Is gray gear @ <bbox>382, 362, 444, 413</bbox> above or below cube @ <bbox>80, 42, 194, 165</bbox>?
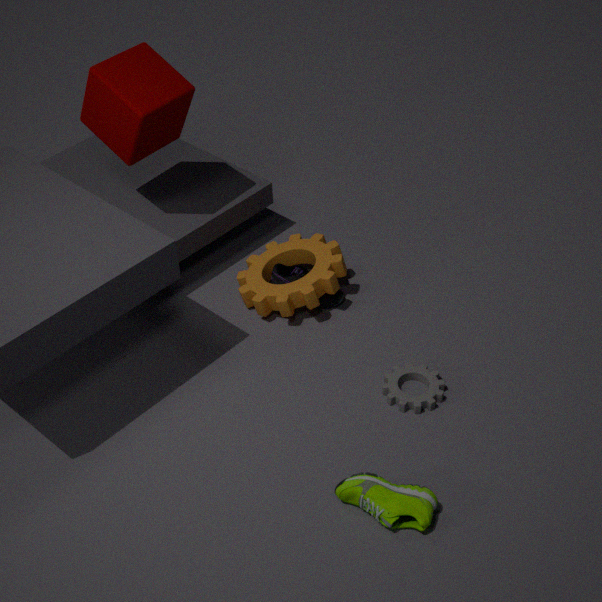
below
